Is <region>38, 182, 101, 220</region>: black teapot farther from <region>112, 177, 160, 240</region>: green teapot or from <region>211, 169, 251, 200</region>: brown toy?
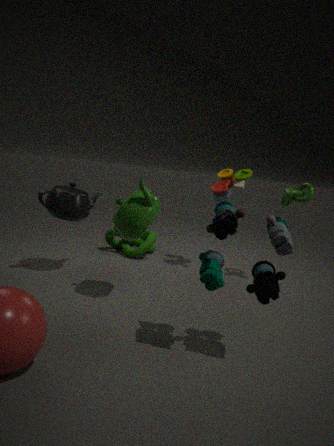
<region>211, 169, 251, 200</region>: brown toy
